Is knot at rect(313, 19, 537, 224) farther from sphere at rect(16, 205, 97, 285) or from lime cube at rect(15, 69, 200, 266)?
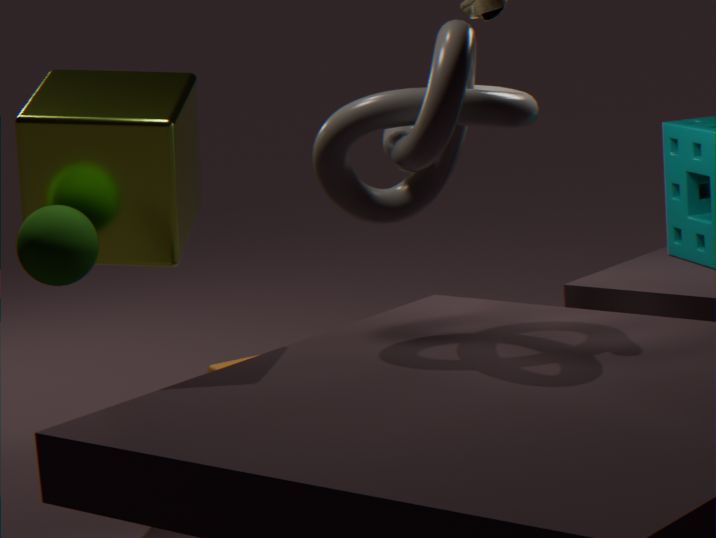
sphere at rect(16, 205, 97, 285)
